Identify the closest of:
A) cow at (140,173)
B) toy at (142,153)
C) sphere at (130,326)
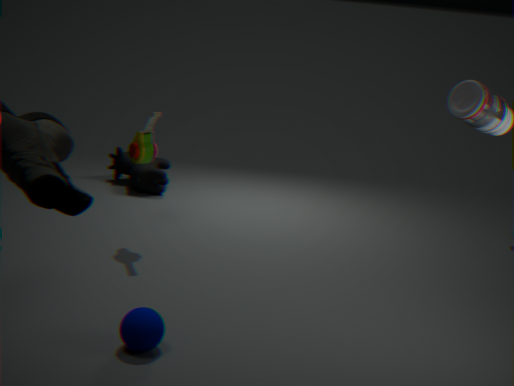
sphere at (130,326)
